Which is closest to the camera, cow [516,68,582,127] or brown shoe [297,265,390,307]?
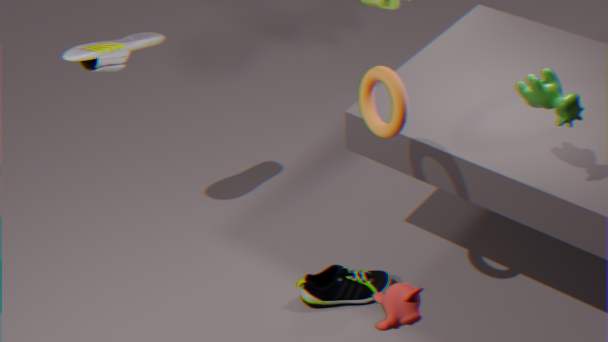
cow [516,68,582,127]
